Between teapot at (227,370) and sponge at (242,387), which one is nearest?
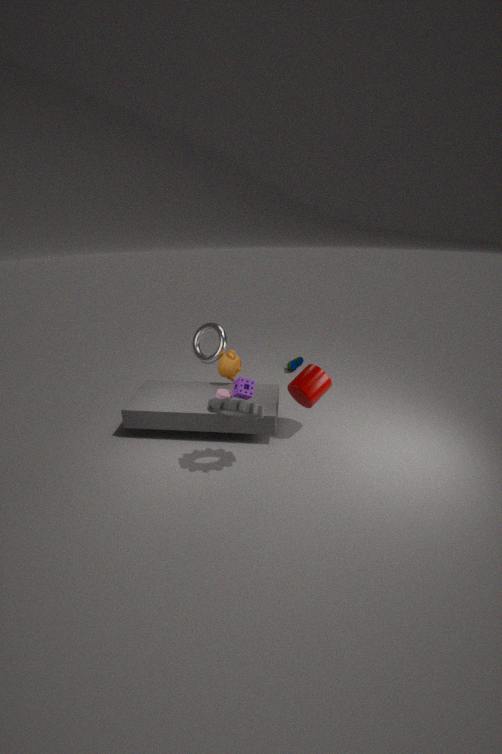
sponge at (242,387)
